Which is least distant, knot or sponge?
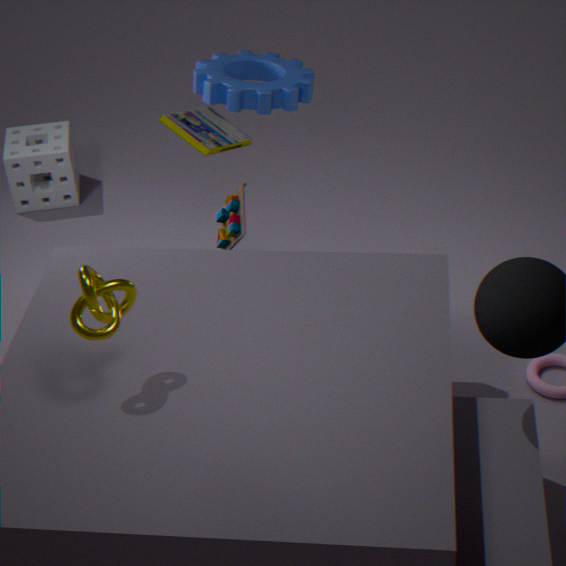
knot
